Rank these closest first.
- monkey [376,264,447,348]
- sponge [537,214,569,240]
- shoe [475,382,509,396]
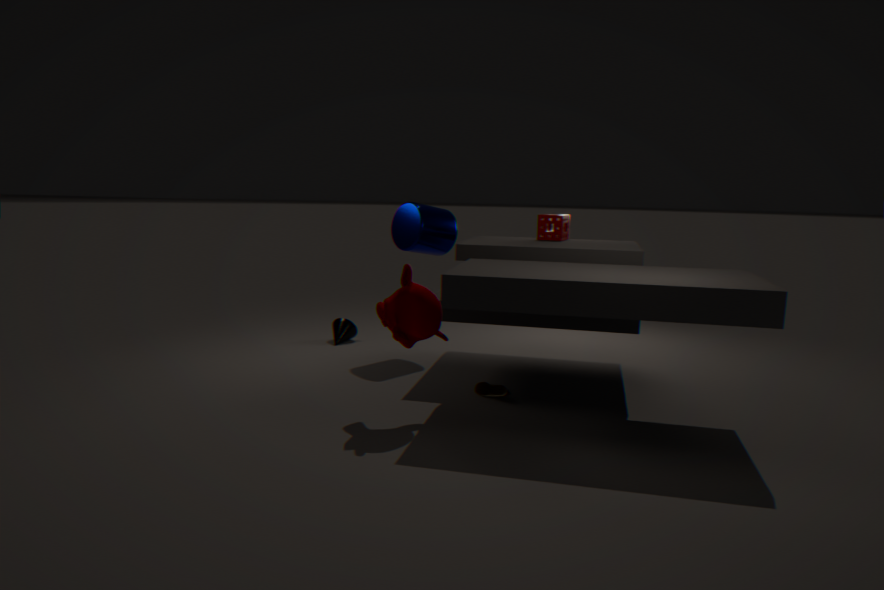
monkey [376,264,447,348], shoe [475,382,509,396], sponge [537,214,569,240]
